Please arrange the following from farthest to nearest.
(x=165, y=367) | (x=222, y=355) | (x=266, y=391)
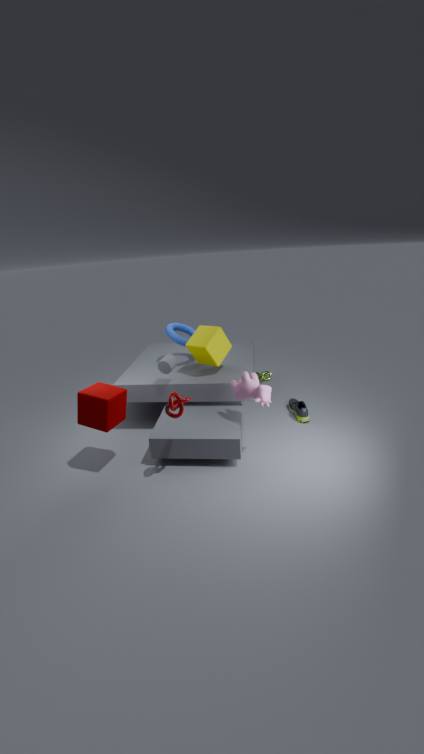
(x=222, y=355), (x=165, y=367), (x=266, y=391)
